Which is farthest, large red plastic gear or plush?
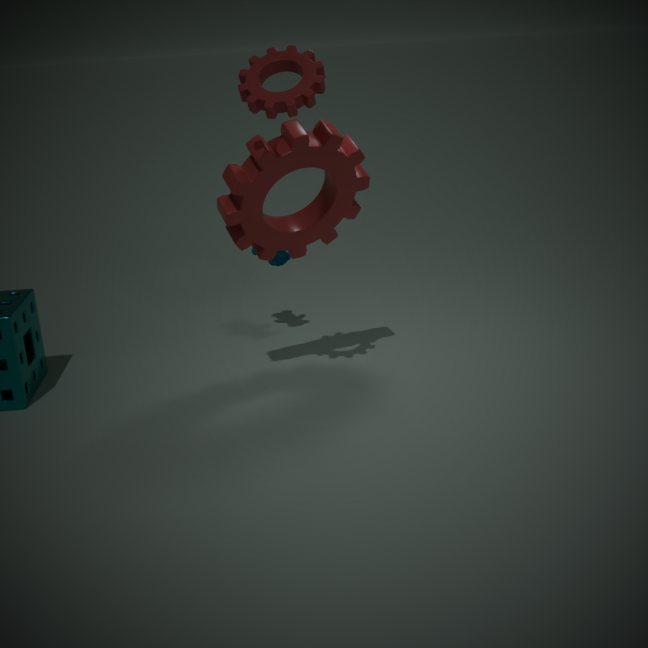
plush
